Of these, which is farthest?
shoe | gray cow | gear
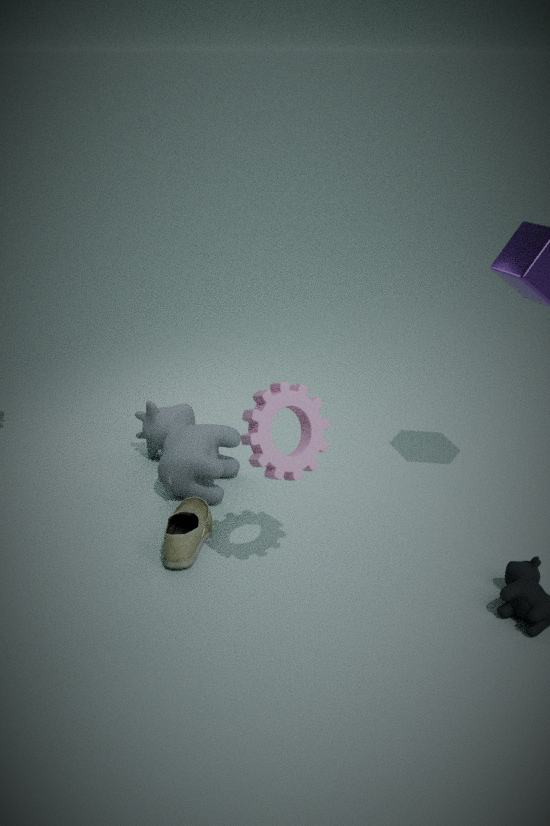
gray cow
